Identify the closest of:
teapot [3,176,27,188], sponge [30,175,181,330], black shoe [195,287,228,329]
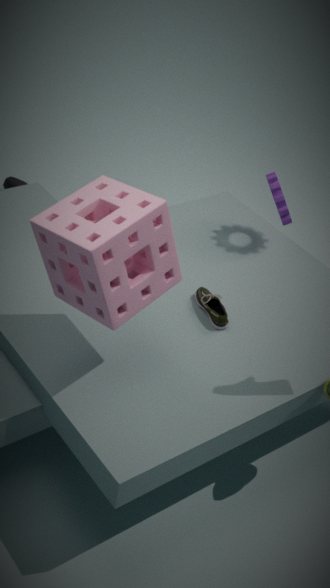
sponge [30,175,181,330]
